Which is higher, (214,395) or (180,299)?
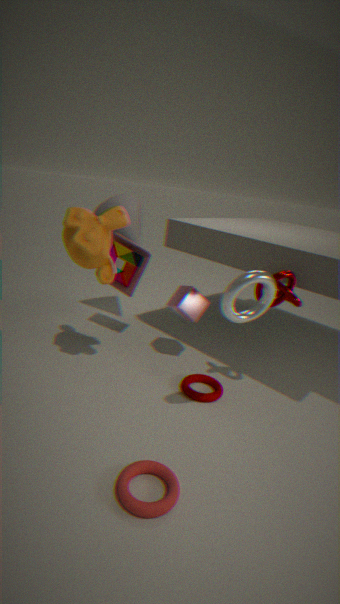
(180,299)
